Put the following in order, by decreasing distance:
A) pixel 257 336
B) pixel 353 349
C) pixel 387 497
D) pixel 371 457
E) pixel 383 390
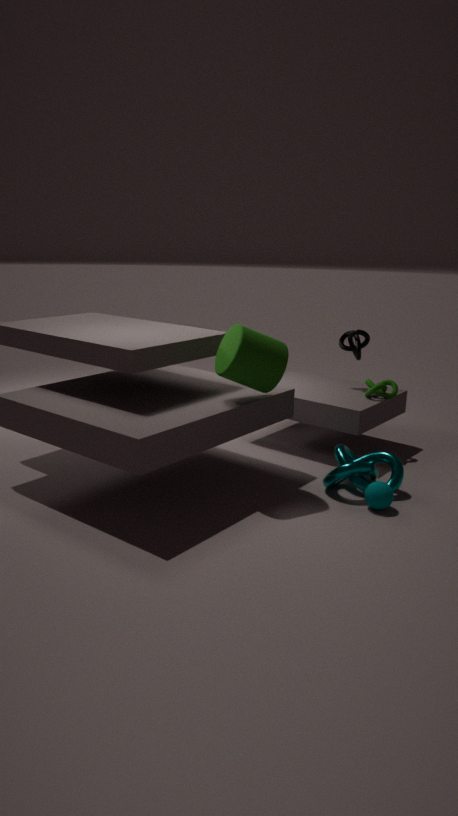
pixel 353 349, pixel 383 390, pixel 371 457, pixel 257 336, pixel 387 497
